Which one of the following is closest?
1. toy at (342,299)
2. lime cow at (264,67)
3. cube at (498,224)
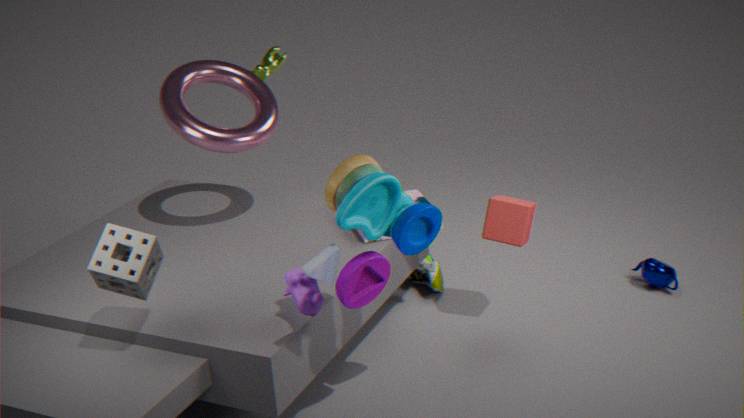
toy at (342,299)
